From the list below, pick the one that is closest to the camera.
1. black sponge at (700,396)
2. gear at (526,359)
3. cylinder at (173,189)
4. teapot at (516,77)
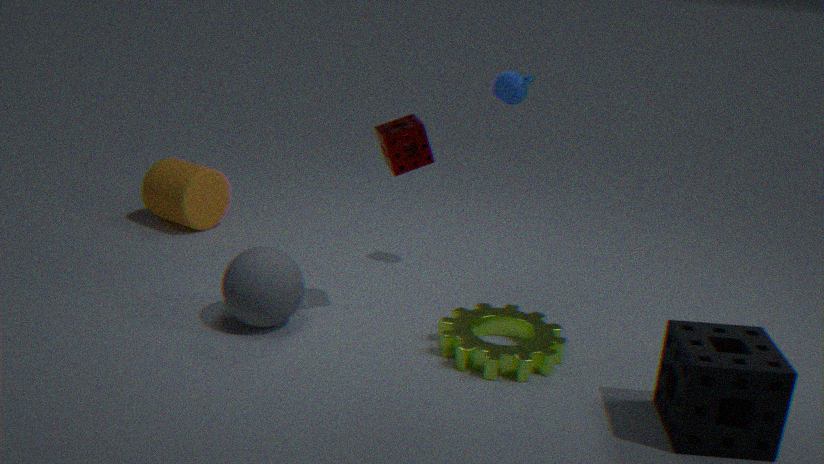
black sponge at (700,396)
